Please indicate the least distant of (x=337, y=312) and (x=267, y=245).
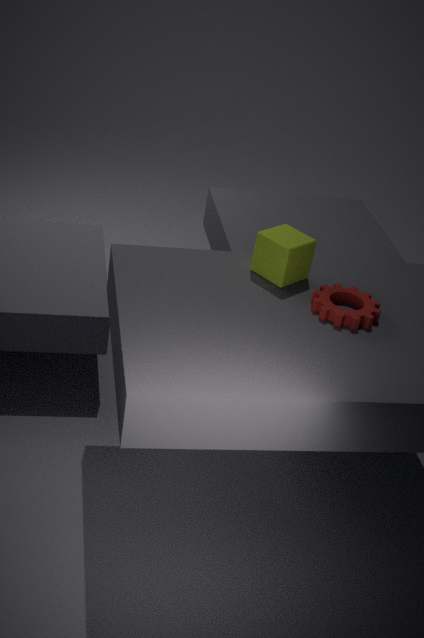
(x=337, y=312)
